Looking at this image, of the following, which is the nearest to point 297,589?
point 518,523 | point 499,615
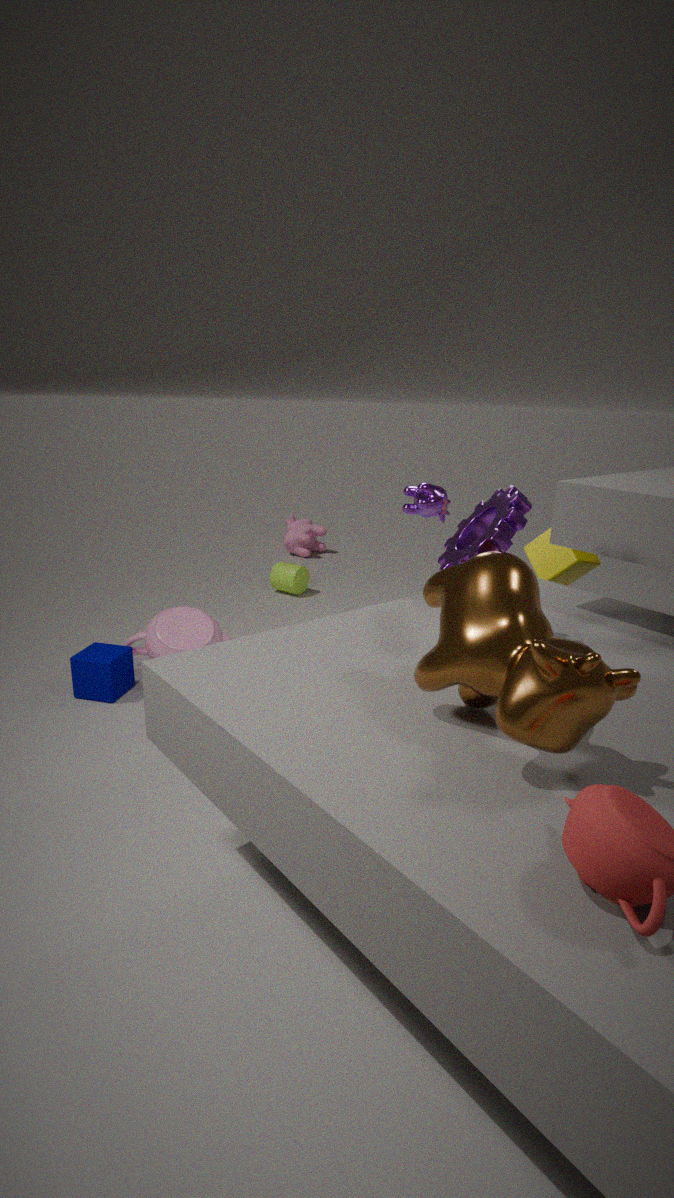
point 518,523
